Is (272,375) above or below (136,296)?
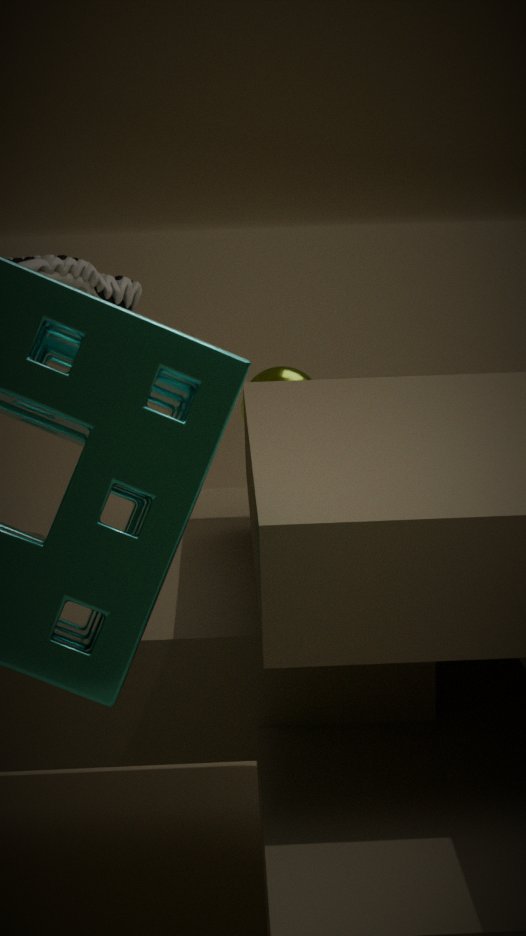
below
